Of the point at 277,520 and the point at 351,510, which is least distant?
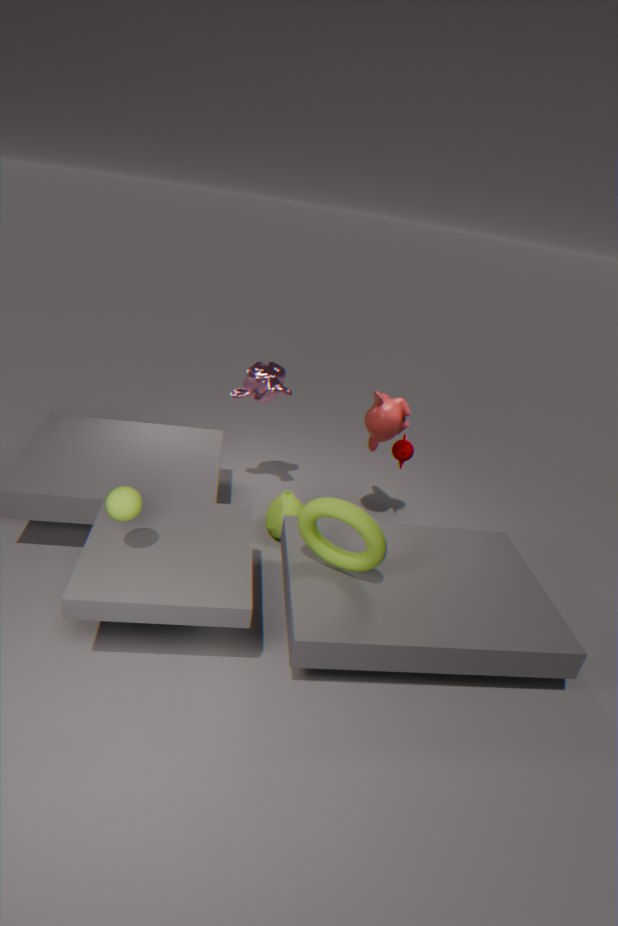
the point at 351,510
